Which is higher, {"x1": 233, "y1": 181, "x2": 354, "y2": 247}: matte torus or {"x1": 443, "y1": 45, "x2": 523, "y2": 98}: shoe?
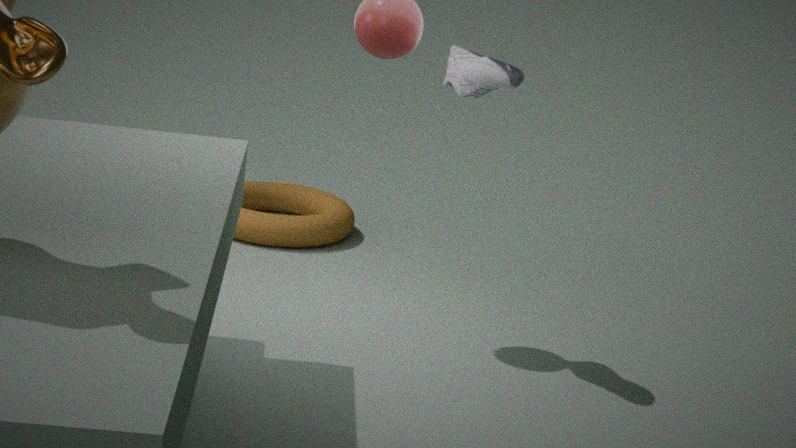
{"x1": 443, "y1": 45, "x2": 523, "y2": 98}: shoe
